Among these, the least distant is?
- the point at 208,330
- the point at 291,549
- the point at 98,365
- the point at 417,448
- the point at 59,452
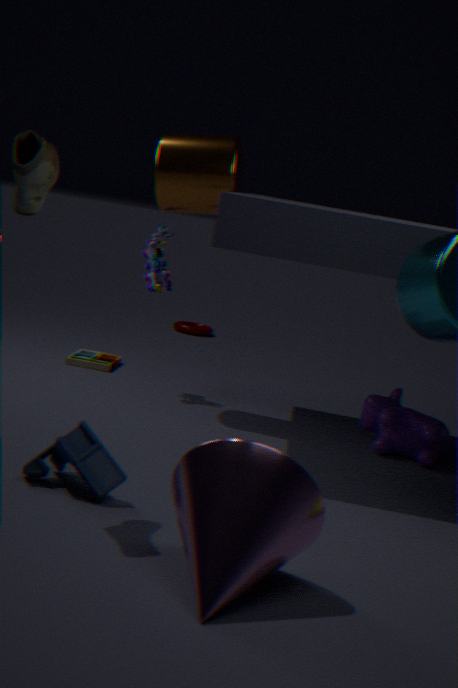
the point at 291,549
